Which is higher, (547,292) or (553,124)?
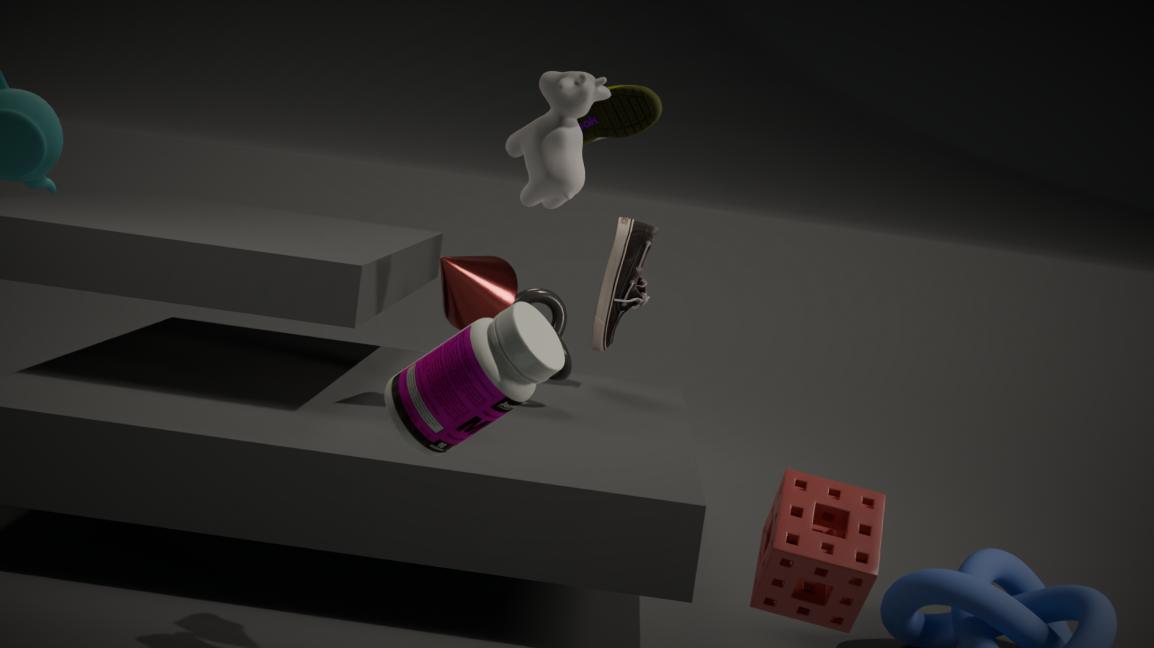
(553,124)
